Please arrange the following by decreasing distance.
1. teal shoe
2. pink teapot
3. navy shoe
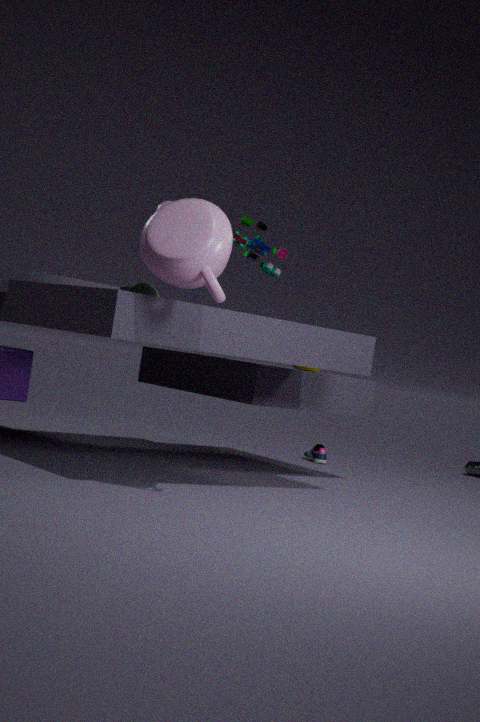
navy shoe
teal shoe
pink teapot
